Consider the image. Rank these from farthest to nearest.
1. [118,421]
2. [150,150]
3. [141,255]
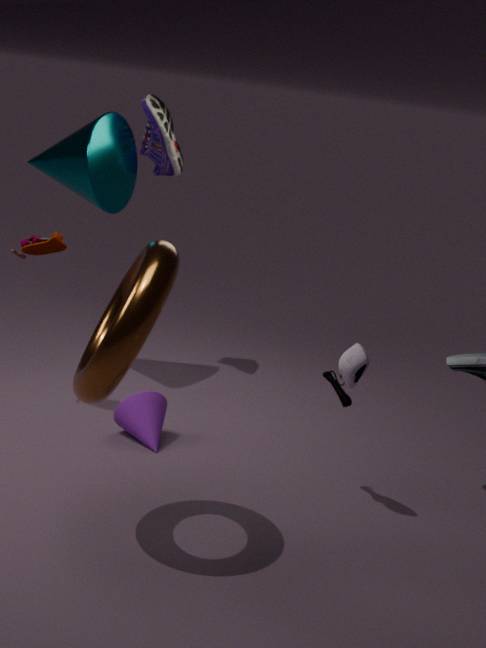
1. [150,150]
2. [118,421]
3. [141,255]
